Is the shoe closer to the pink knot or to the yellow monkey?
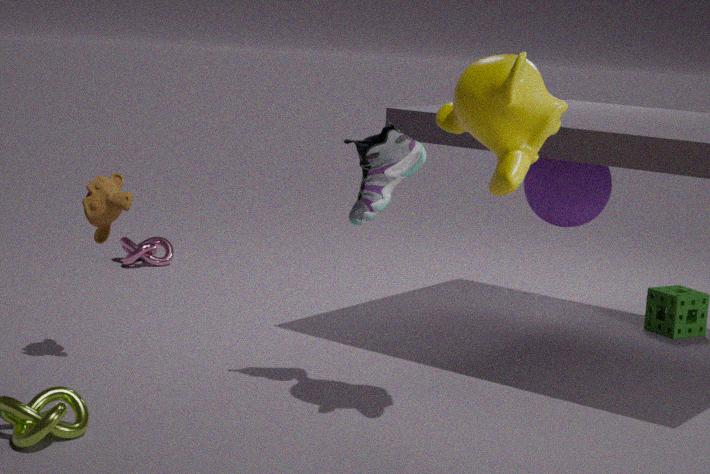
the yellow monkey
